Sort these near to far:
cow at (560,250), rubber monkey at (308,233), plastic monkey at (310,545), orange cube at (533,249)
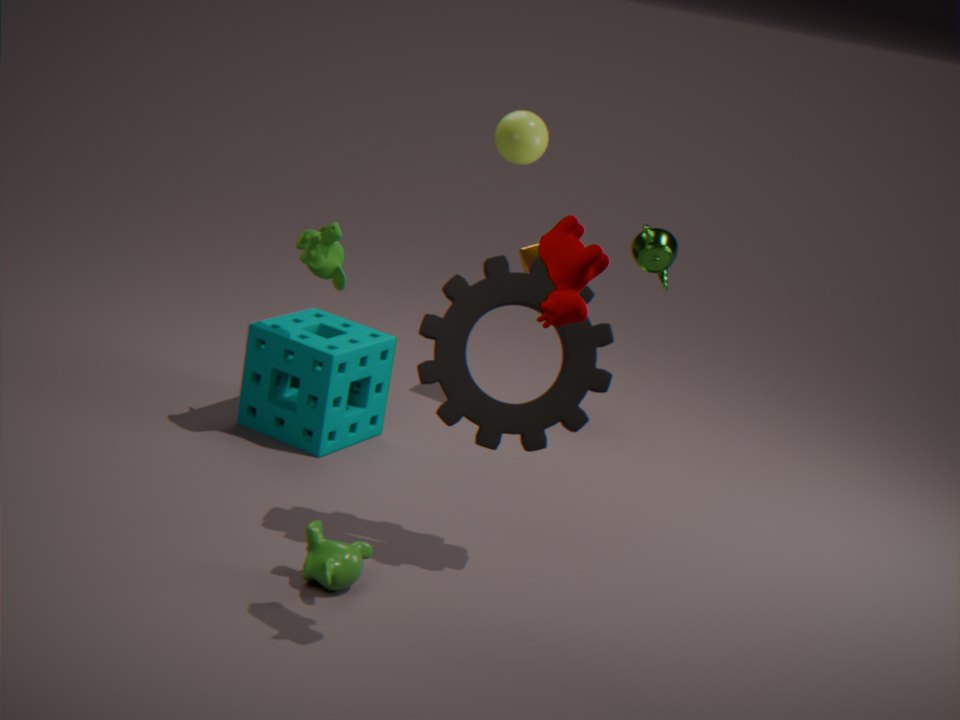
cow at (560,250) → plastic monkey at (310,545) → rubber monkey at (308,233) → orange cube at (533,249)
